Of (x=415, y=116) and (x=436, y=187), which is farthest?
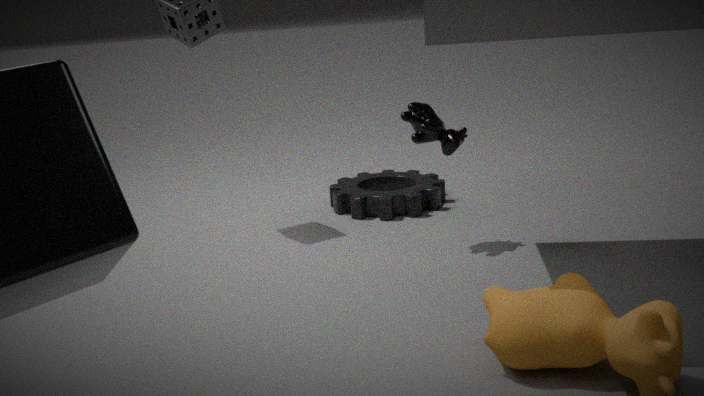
(x=436, y=187)
